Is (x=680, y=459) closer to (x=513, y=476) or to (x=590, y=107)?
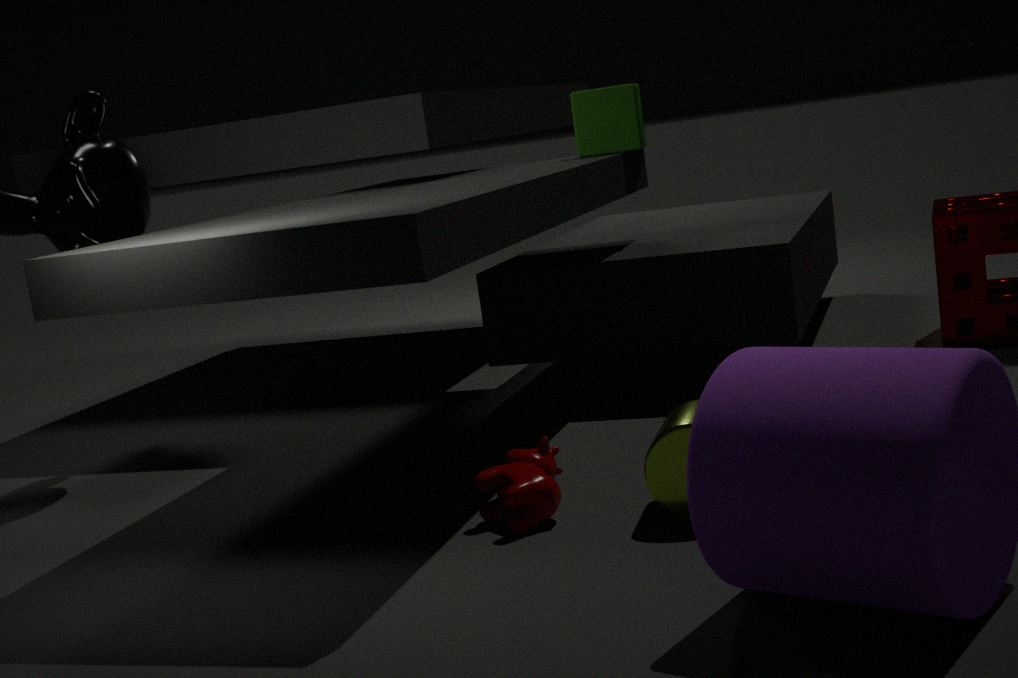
(x=513, y=476)
